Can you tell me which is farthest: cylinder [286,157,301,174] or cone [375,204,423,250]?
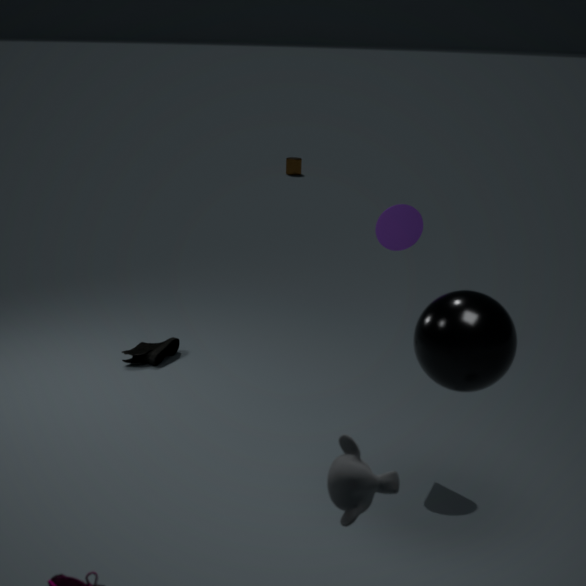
cylinder [286,157,301,174]
